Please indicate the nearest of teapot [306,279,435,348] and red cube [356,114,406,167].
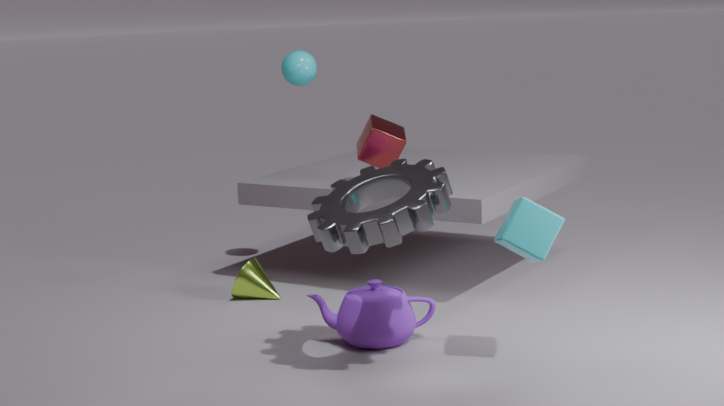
teapot [306,279,435,348]
